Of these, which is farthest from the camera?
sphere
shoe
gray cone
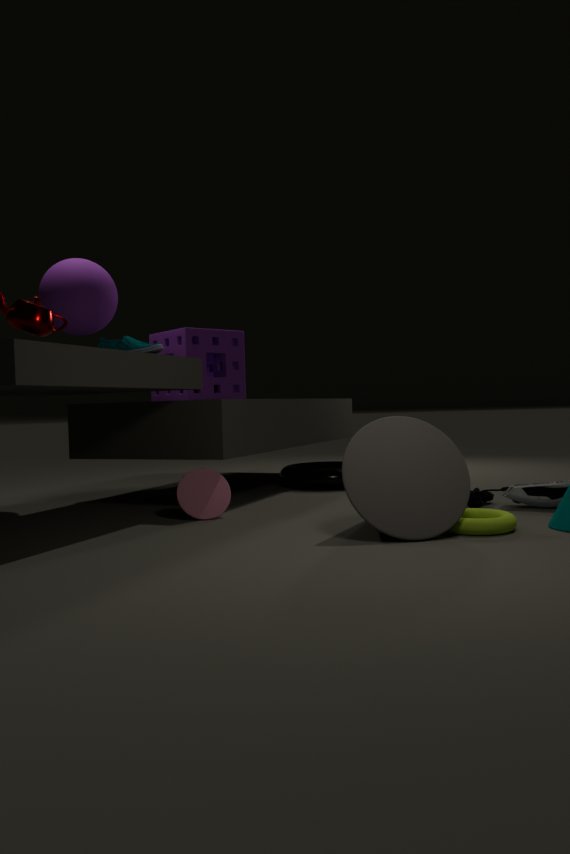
sphere
